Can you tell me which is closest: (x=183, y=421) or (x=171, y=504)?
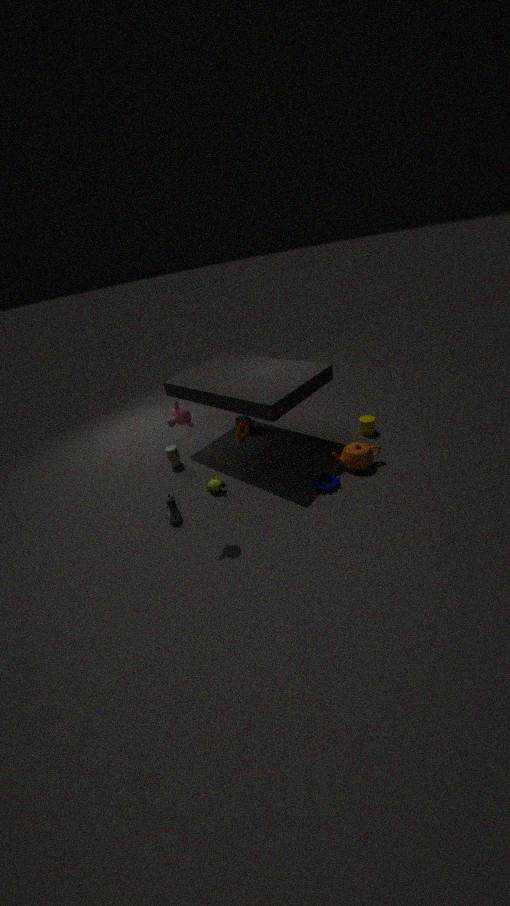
(x=183, y=421)
